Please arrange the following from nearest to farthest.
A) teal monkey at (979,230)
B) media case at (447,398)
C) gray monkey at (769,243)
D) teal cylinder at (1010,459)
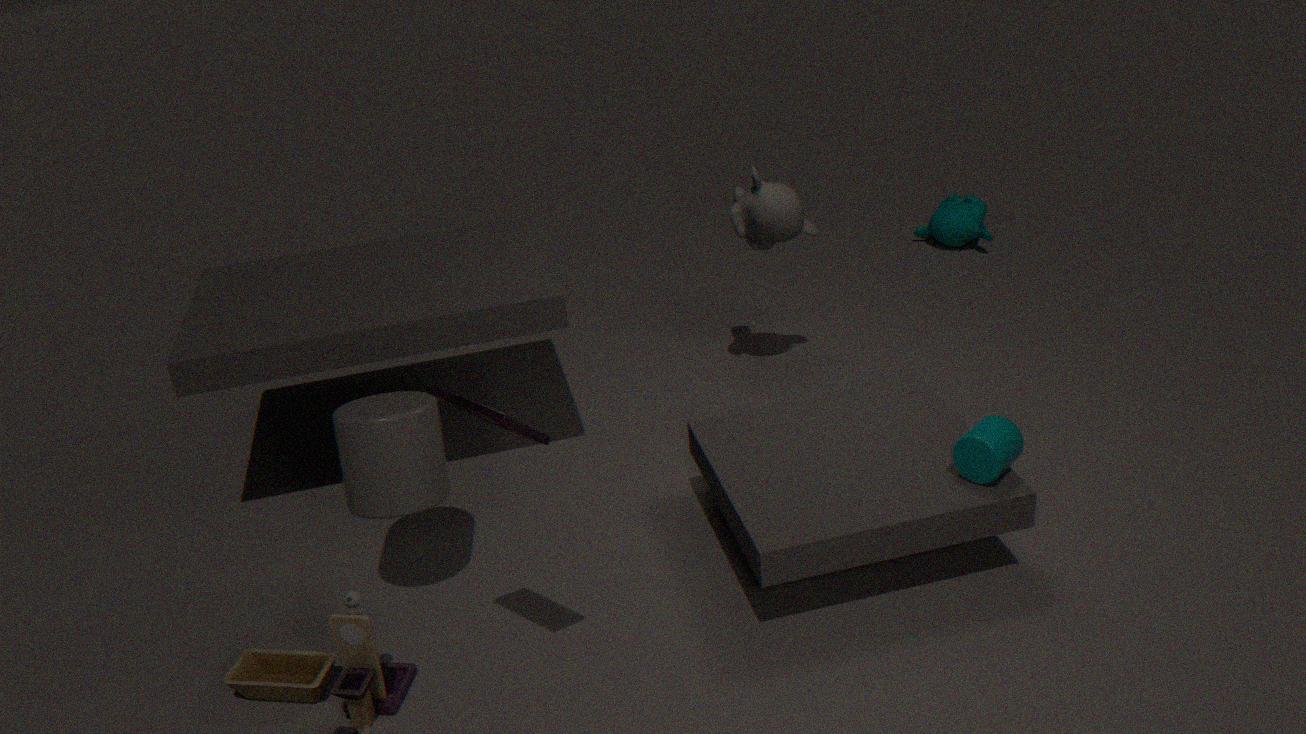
media case at (447,398) < teal cylinder at (1010,459) < gray monkey at (769,243) < teal monkey at (979,230)
